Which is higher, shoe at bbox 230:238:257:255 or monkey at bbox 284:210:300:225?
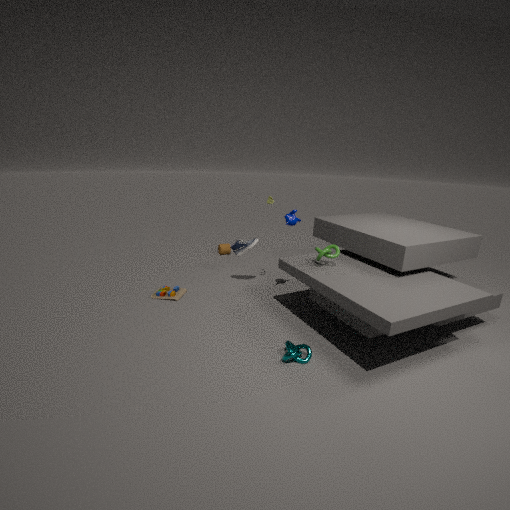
monkey at bbox 284:210:300:225
